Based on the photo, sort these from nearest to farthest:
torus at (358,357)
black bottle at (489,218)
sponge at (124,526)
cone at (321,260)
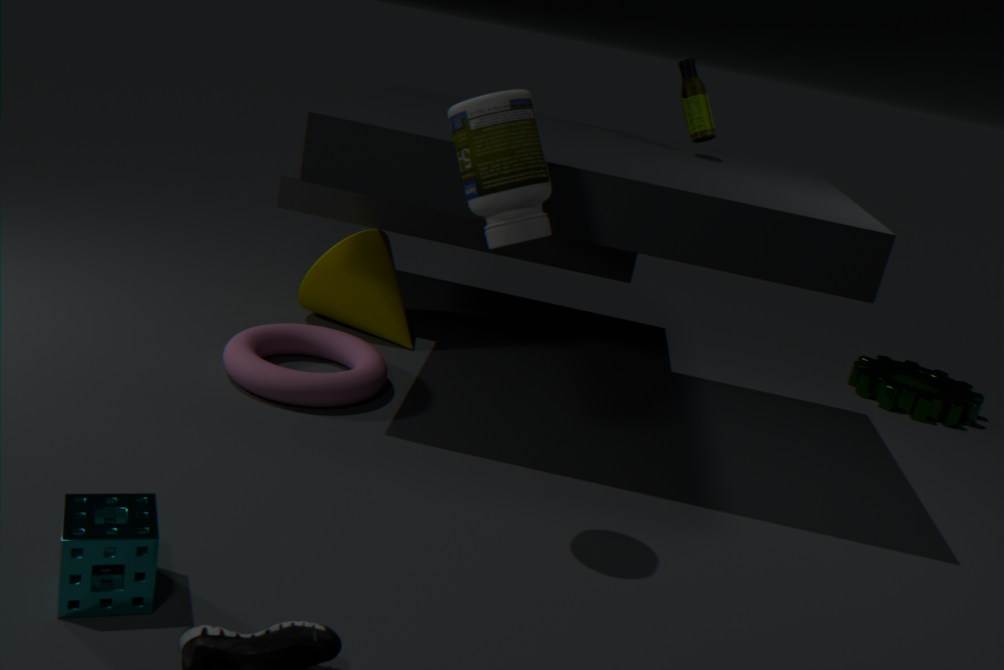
1. sponge at (124,526)
2. black bottle at (489,218)
3. torus at (358,357)
4. cone at (321,260)
